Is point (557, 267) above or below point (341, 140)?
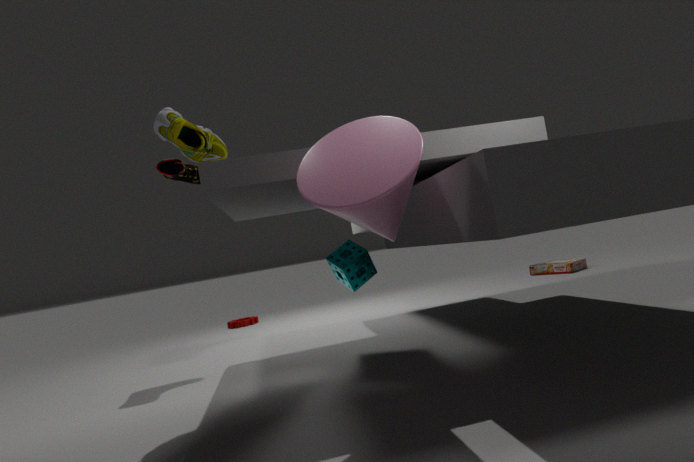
below
